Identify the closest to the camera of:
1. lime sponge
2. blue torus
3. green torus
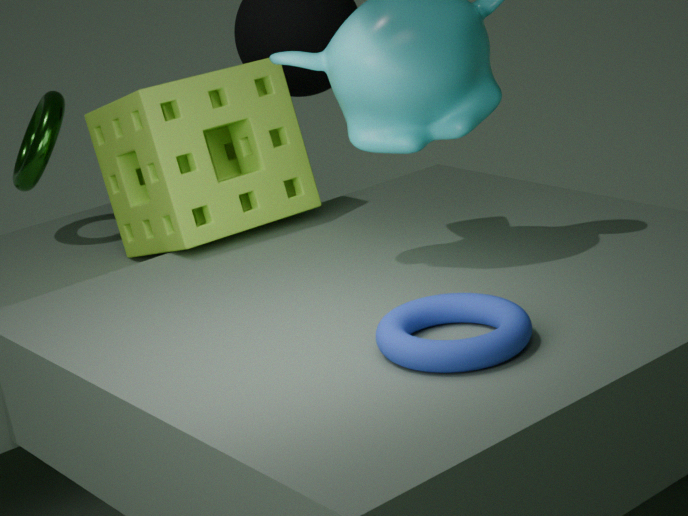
blue torus
